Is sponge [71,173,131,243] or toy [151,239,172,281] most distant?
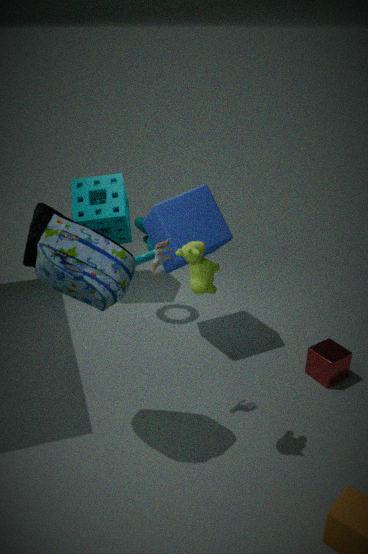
sponge [71,173,131,243]
